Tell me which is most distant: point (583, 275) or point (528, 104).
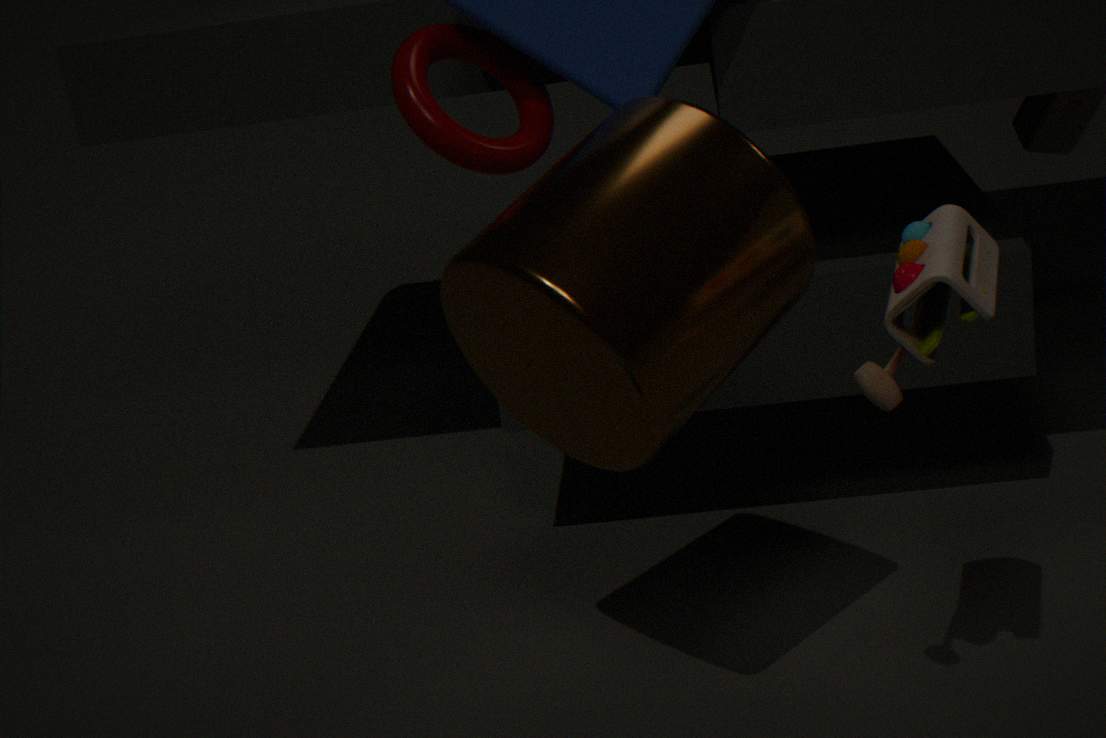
point (528, 104)
